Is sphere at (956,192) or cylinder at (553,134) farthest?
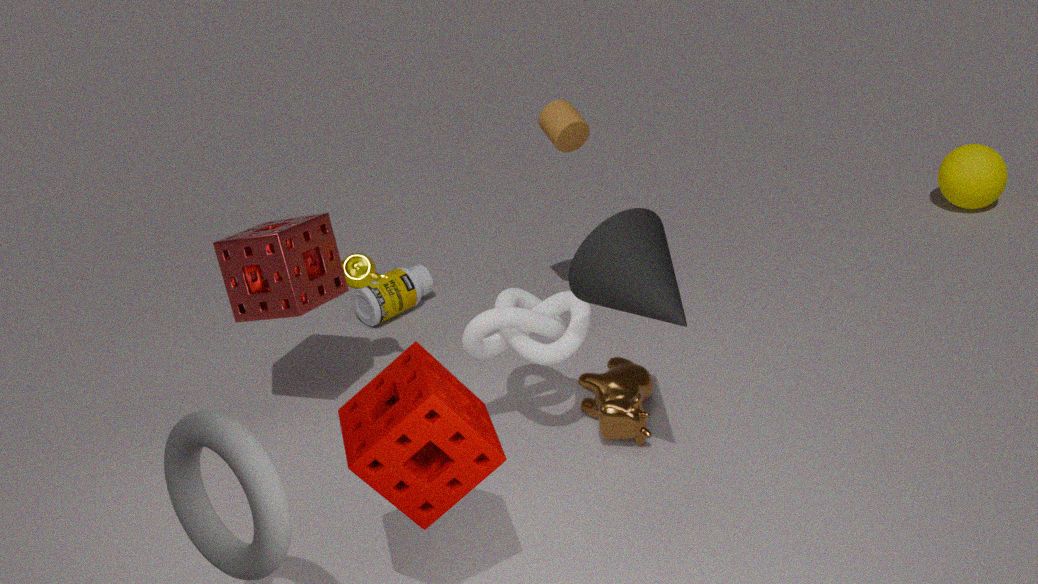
sphere at (956,192)
